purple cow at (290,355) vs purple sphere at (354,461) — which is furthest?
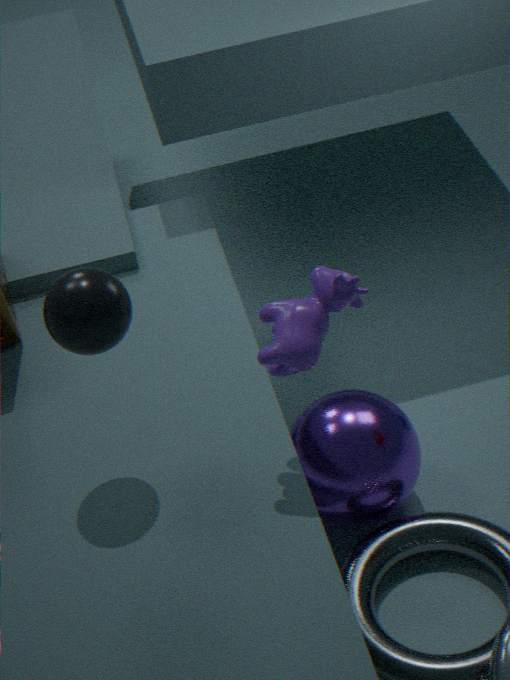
purple sphere at (354,461)
